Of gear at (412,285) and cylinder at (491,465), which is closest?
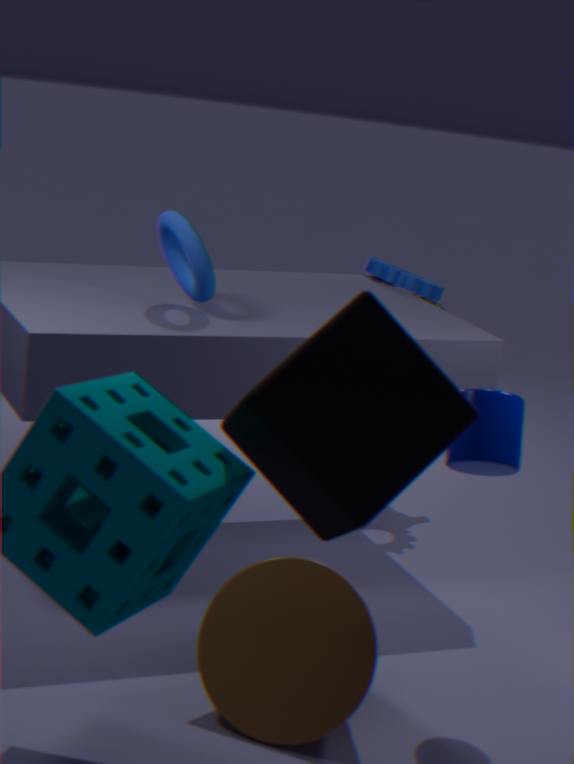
cylinder at (491,465)
